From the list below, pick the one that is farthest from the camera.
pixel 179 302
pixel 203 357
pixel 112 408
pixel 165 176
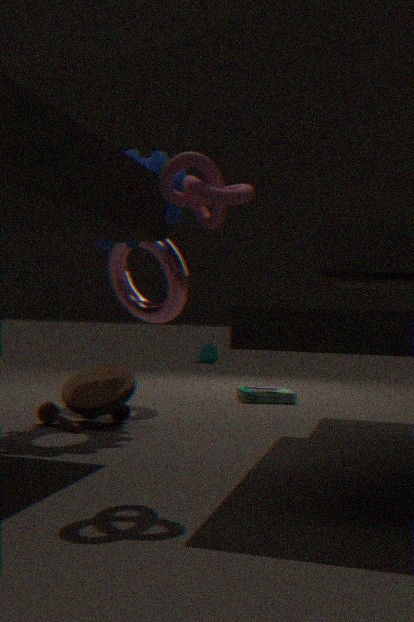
pixel 203 357
